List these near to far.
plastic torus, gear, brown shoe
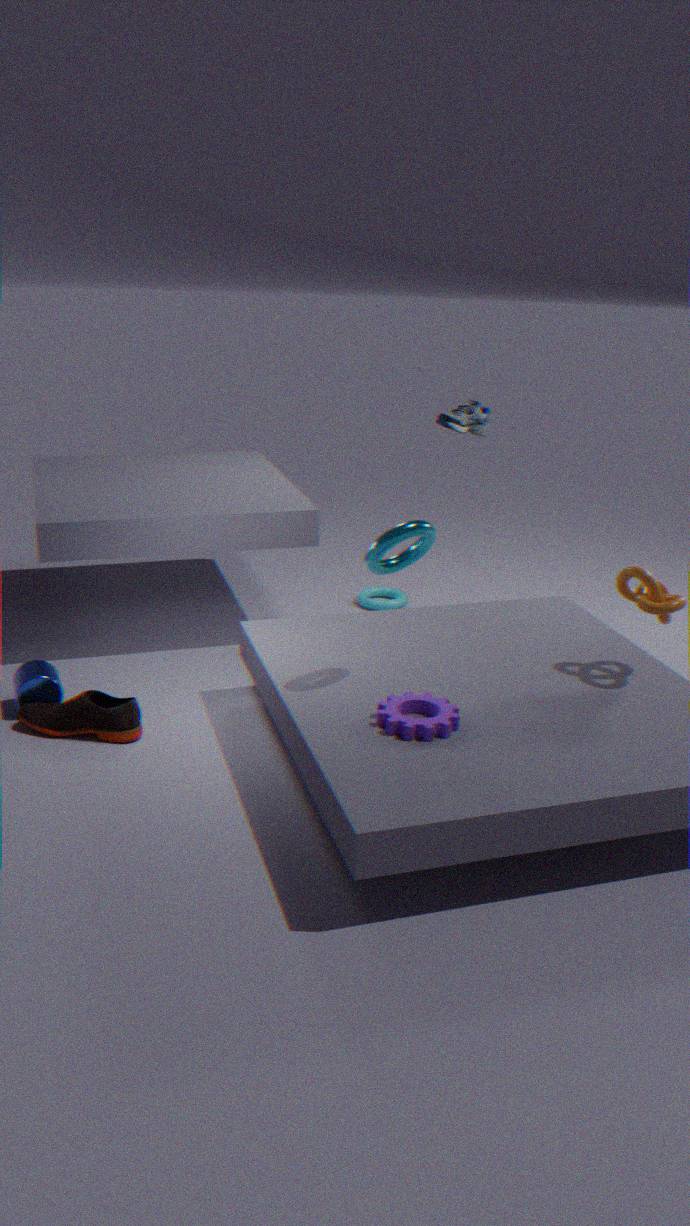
gear → brown shoe → plastic torus
